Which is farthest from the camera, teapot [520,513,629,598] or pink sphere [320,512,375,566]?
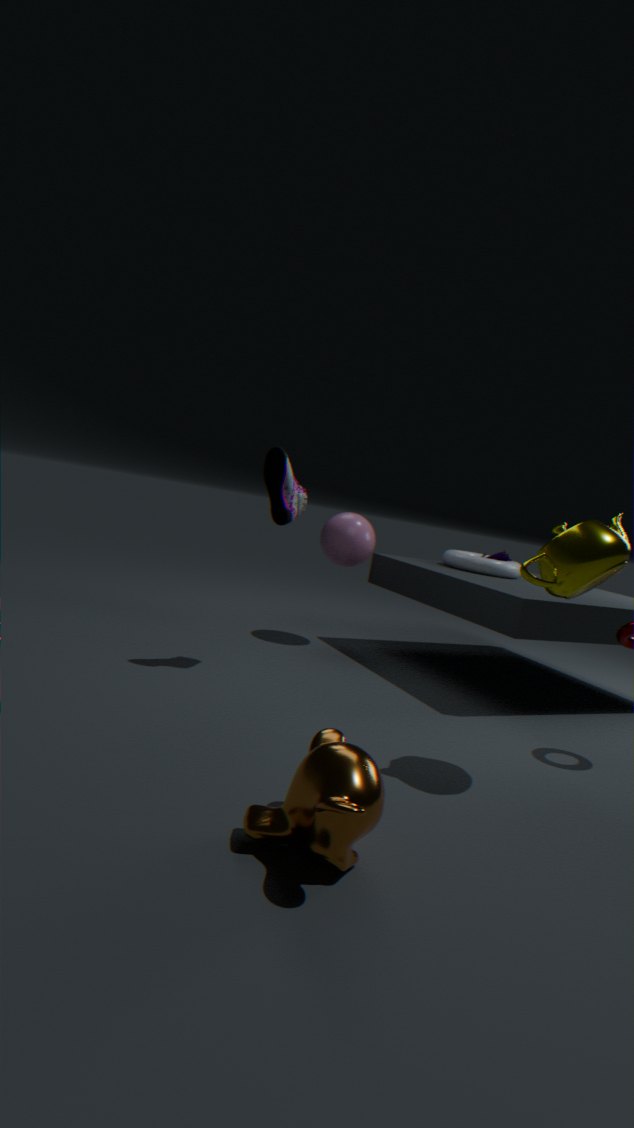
pink sphere [320,512,375,566]
